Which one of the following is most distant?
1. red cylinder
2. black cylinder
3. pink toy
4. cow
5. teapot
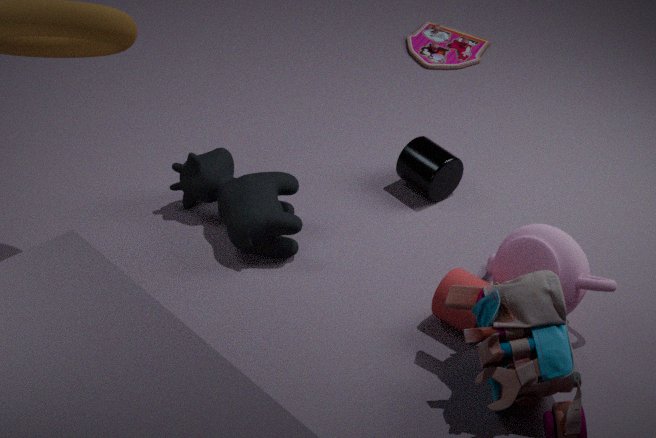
pink toy
